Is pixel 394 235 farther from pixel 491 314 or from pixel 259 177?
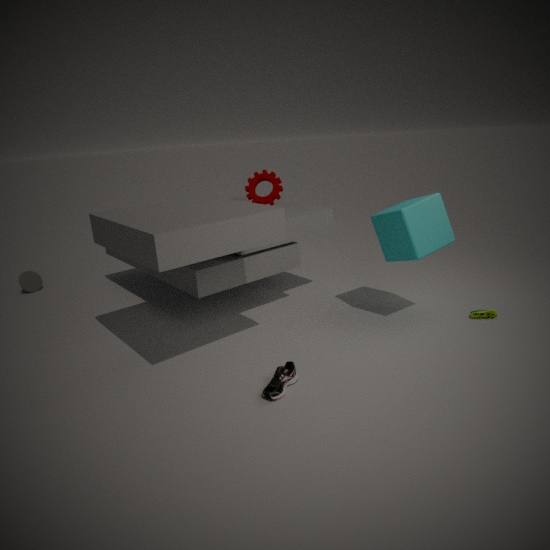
pixel 259 177
